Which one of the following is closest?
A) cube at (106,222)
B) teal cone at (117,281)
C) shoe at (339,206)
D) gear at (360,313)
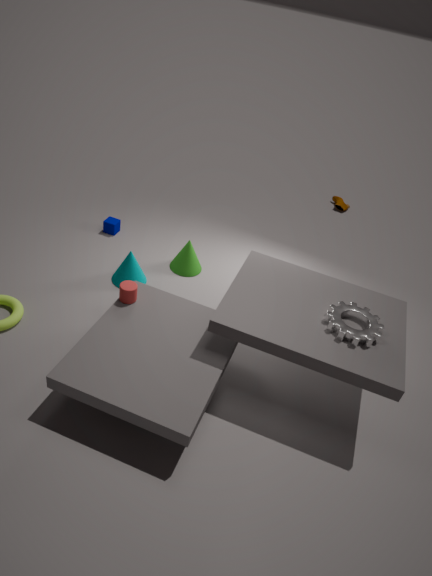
gear at (360,313)
